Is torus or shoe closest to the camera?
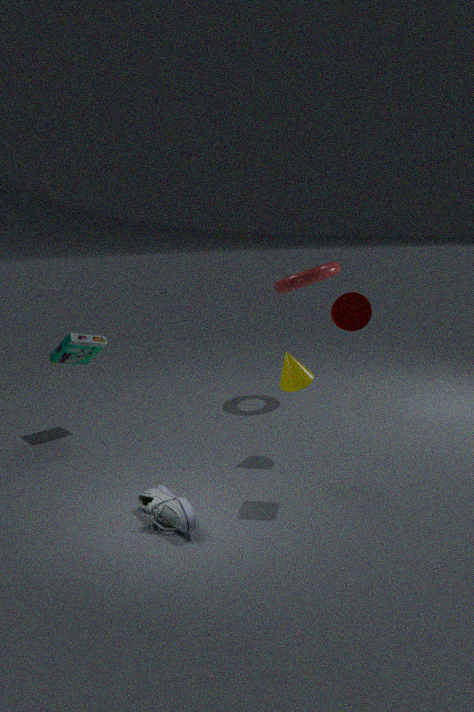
shoe
